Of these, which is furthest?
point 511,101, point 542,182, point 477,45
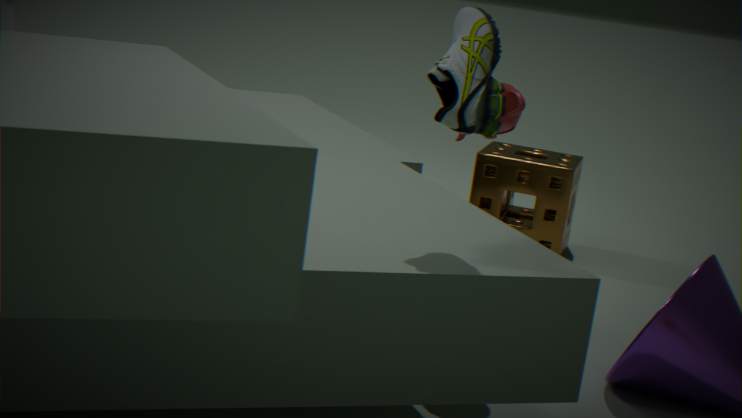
point 542,182
